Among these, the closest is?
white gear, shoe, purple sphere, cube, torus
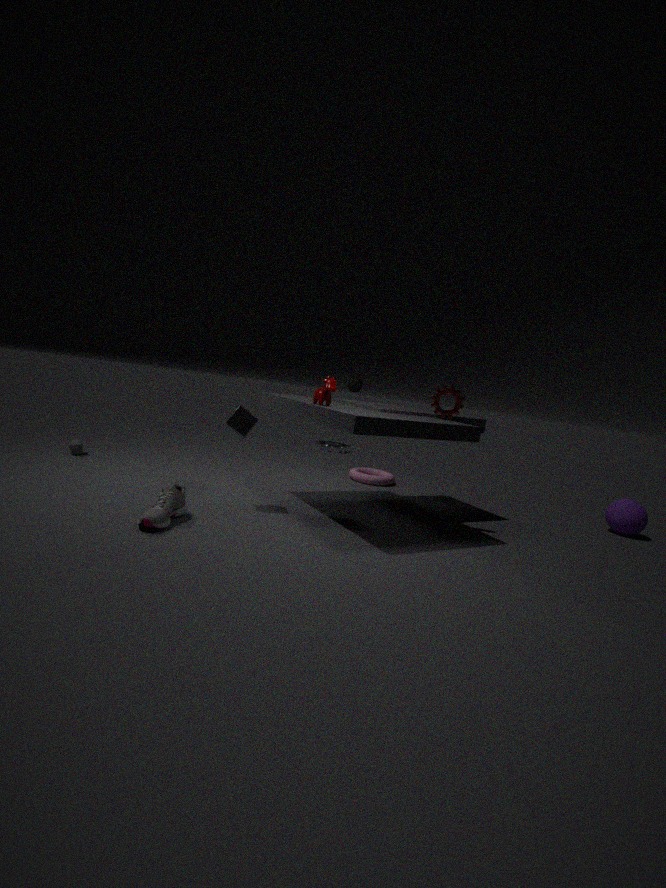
shoe
